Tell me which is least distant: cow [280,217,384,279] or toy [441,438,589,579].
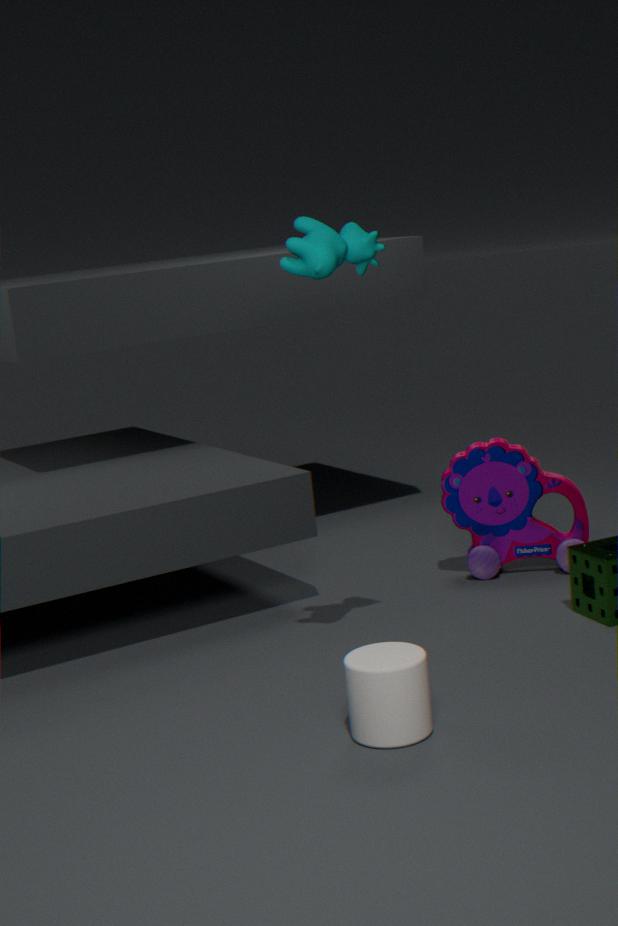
cow [280,217,384,279]
